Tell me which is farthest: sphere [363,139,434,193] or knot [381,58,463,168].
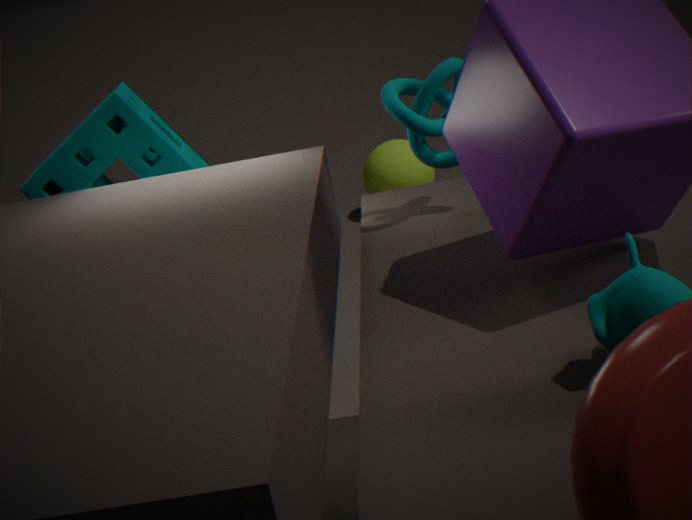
sphere [363,139,434,193]
